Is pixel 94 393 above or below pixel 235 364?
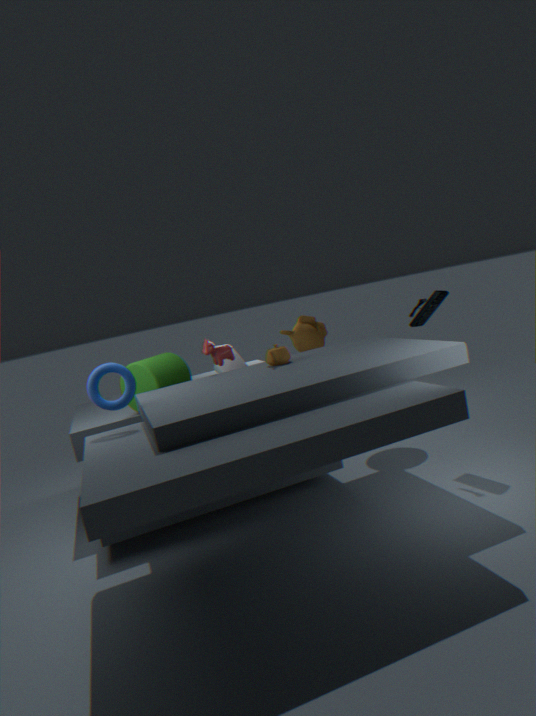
above
